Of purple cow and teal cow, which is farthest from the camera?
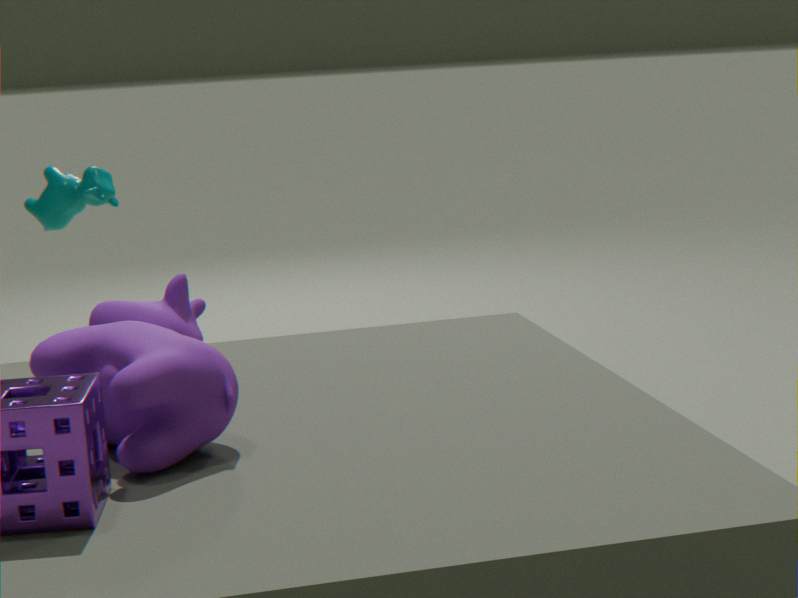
teal cow
